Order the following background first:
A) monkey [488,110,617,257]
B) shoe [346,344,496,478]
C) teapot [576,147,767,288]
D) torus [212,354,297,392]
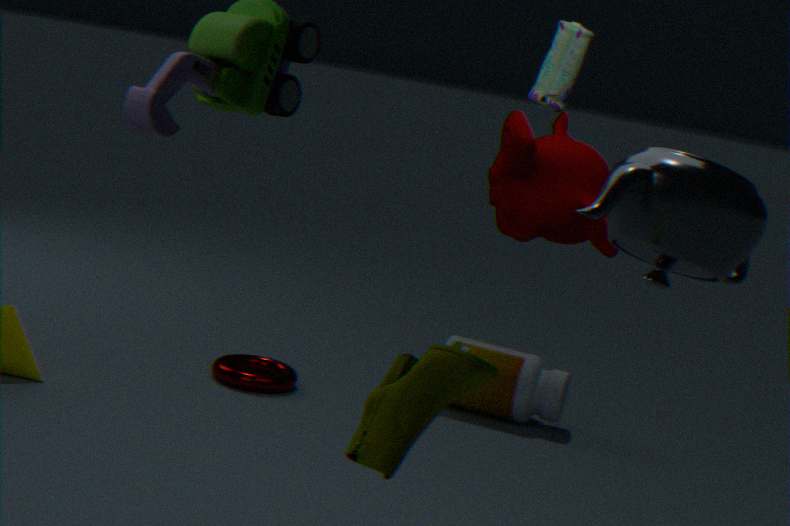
torus [212,354,297,392], monkey [488,110,617,257], teapot [576,147,767,288], shoe [346,344,496,478]
